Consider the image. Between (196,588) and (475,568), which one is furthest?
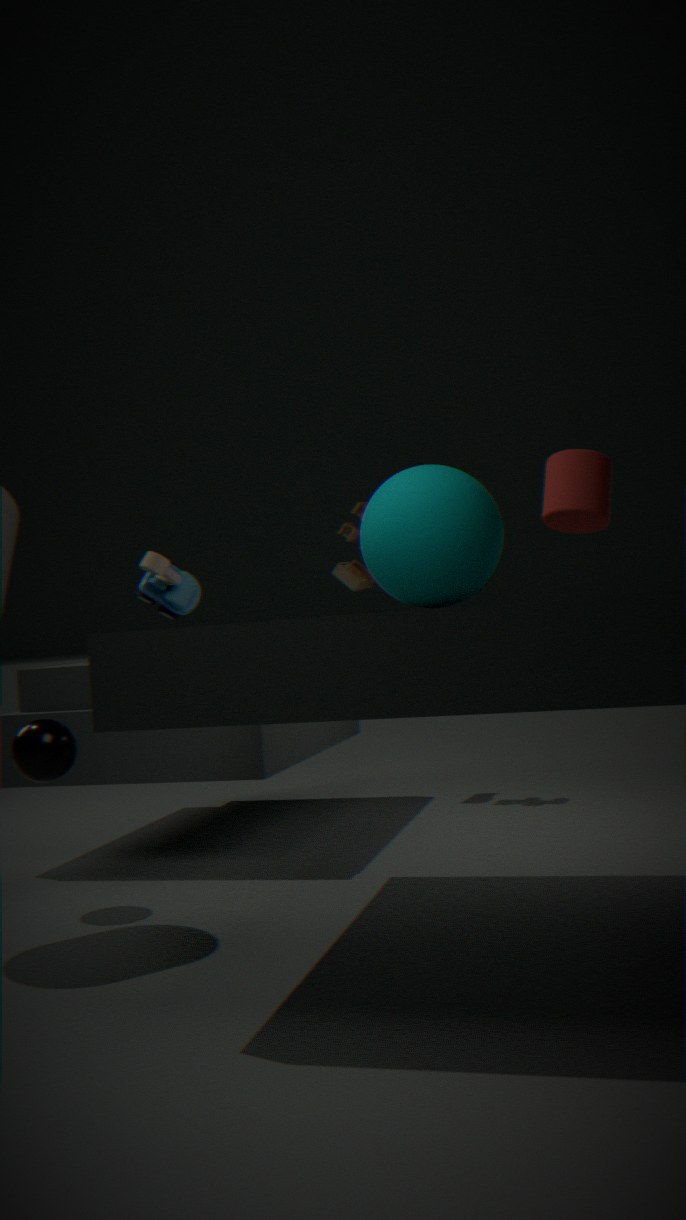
(196,588)
